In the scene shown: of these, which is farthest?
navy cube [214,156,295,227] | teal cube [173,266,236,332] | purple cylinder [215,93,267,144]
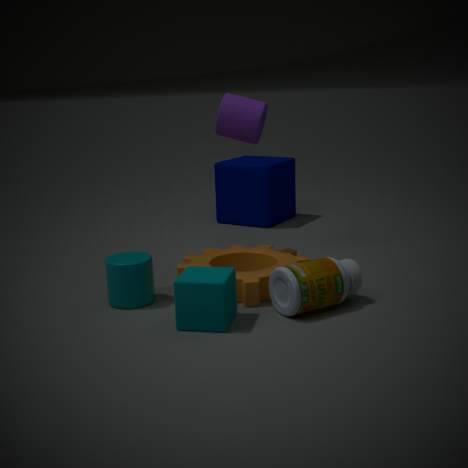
navy cube [214,156,295,227]
